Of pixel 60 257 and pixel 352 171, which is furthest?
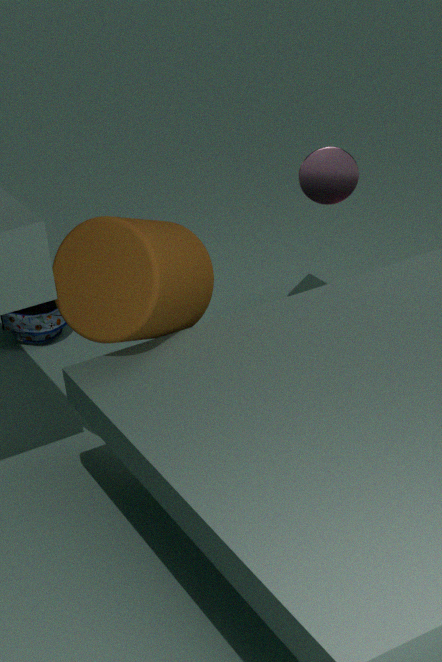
pixel 352 171
